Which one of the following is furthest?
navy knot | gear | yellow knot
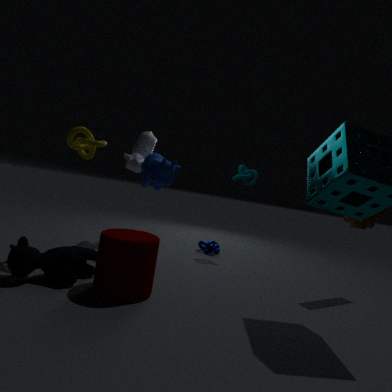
navy knot
